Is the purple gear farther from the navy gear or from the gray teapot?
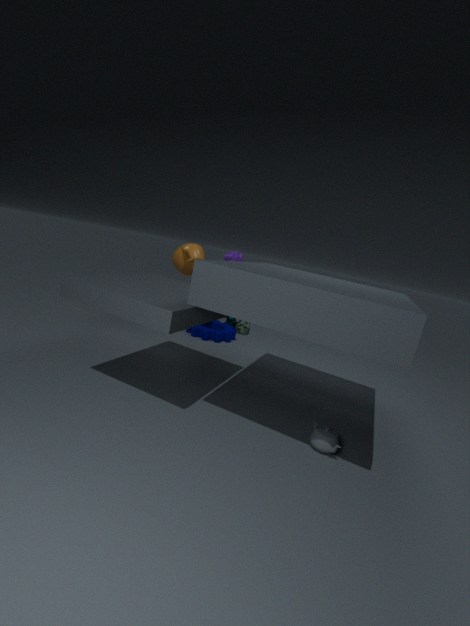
the gray teapot
